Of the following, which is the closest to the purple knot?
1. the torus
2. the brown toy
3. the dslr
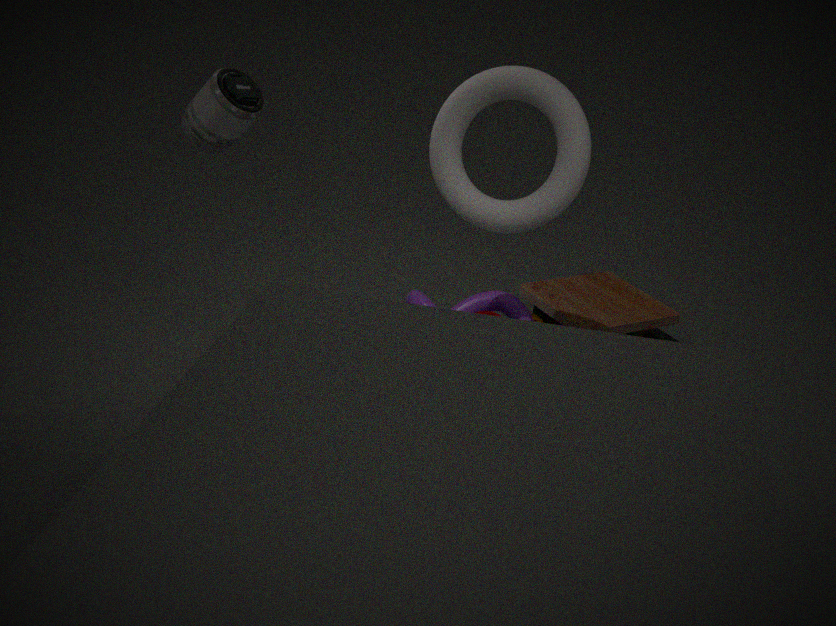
the brown toy
